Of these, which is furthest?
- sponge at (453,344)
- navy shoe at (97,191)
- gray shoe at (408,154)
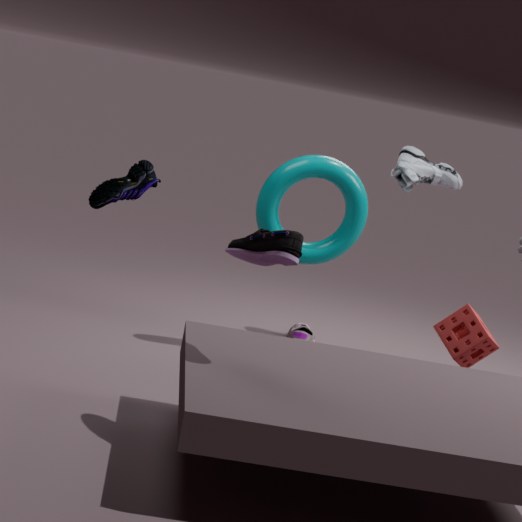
gray shoe at (408,154)
